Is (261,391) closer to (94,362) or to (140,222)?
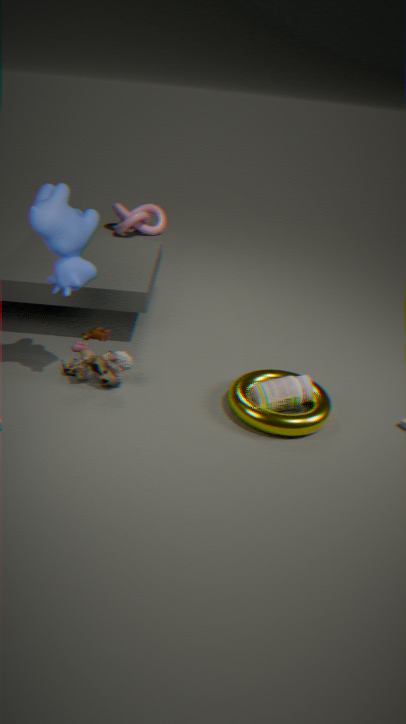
(94,362)
